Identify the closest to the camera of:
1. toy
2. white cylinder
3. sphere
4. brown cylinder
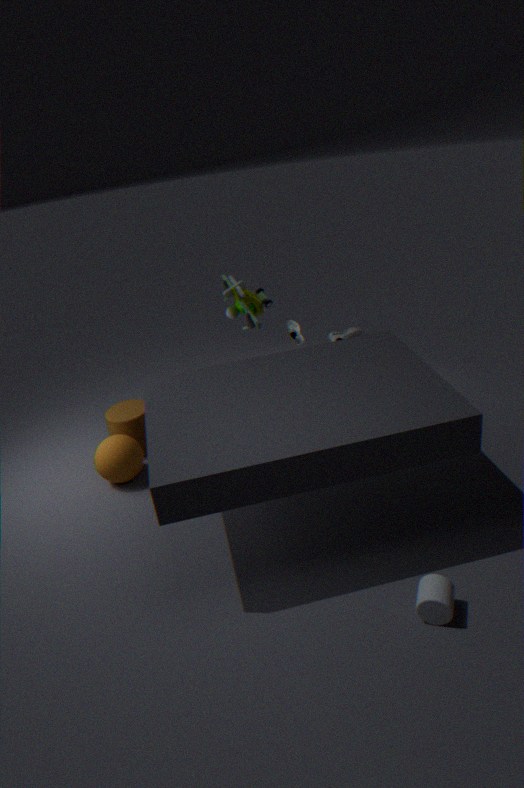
white cylinder
